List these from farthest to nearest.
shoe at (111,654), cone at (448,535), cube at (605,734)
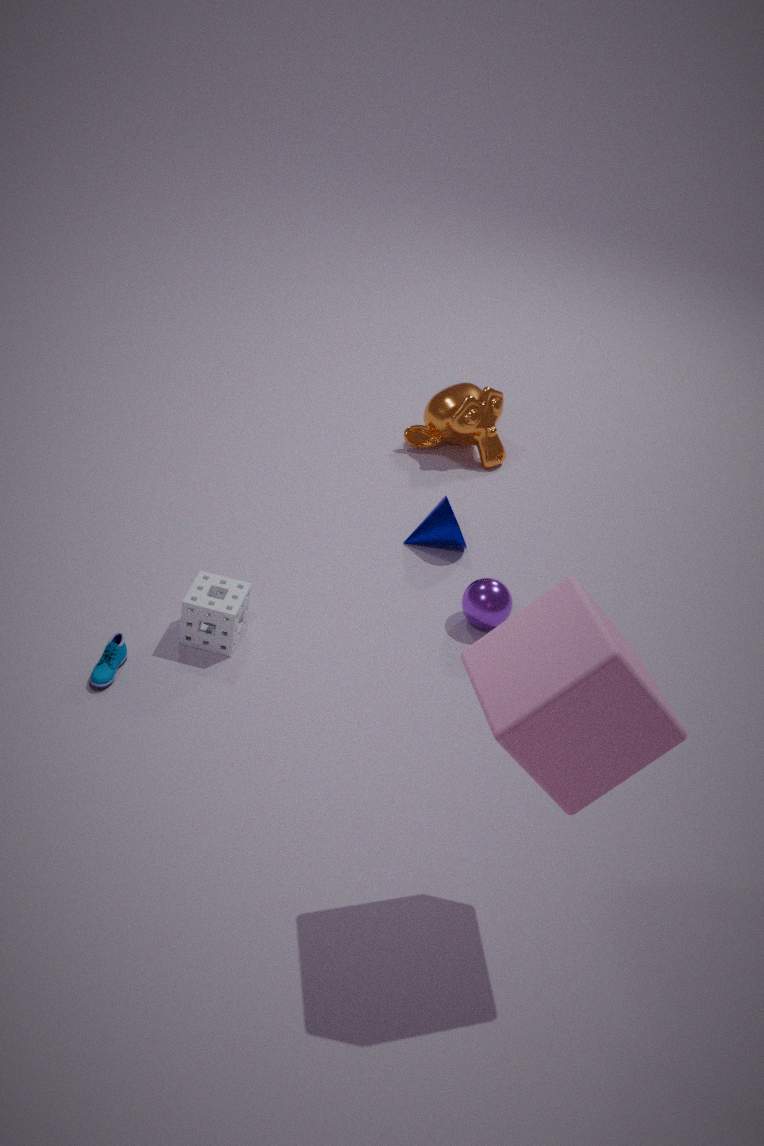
cone at (448,535) < shoe at (111,654) < cube at (605,734)
